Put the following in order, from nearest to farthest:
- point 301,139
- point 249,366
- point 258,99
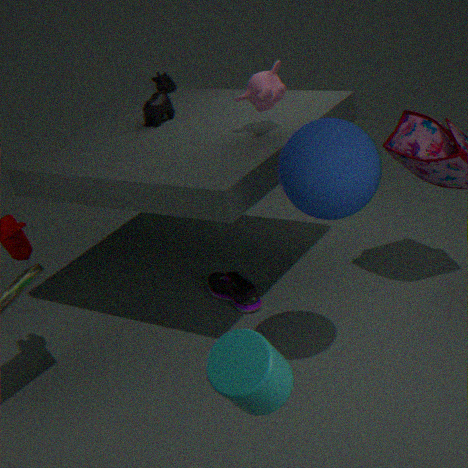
point 249,366 < point 301,139 < point 258,99
